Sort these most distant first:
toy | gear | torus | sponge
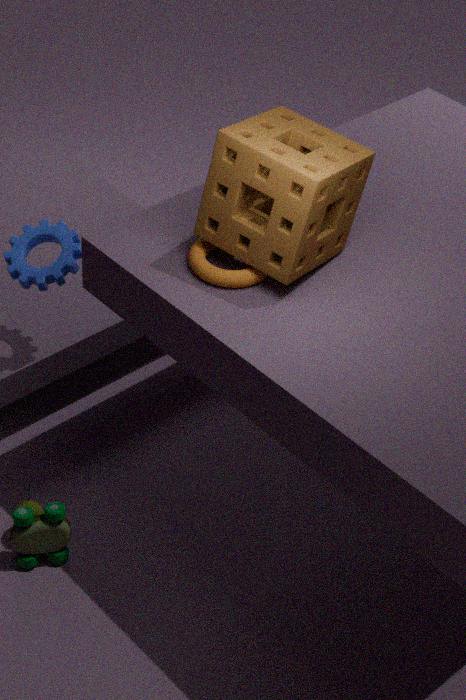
gear < toy < torus < sponge
